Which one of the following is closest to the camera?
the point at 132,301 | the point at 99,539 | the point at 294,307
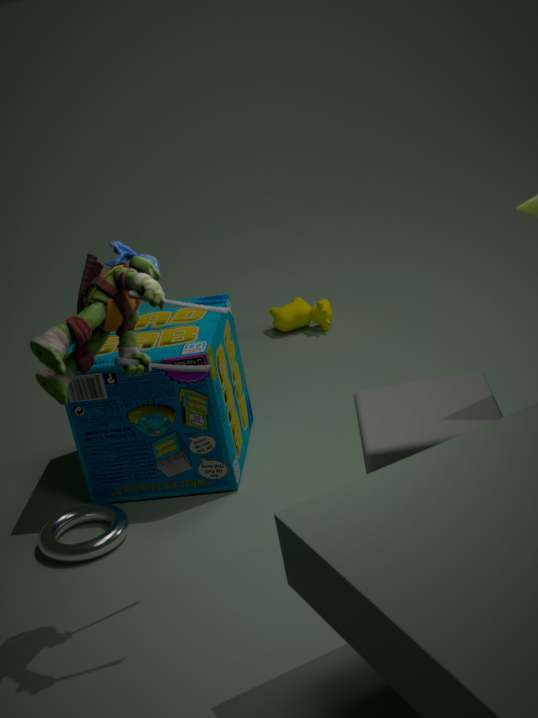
the point at 132,301
